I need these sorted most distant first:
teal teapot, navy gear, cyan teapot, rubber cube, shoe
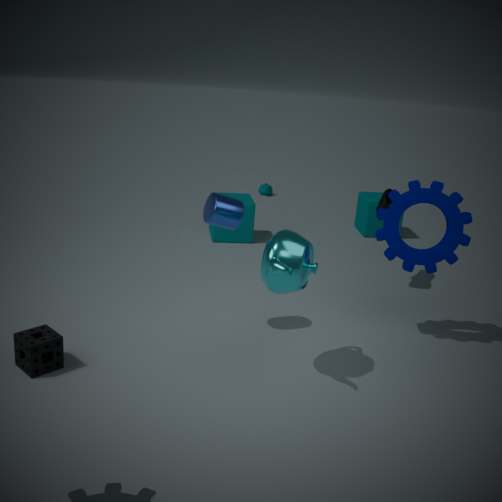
1. teal teapot
2. rubber cube
3. shoe
4. navy gear
5. cyan teapot
